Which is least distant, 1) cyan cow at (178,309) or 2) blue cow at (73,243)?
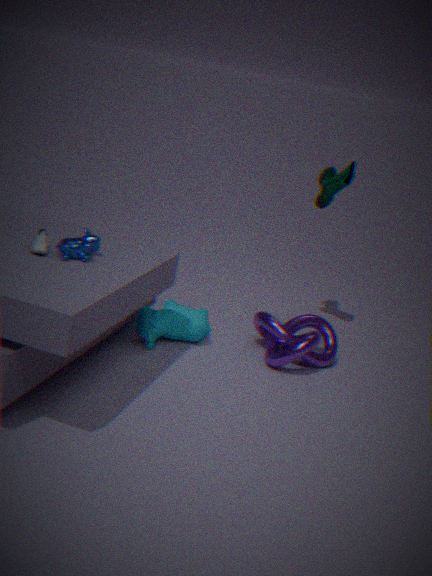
2. blue cow at (73,243)
